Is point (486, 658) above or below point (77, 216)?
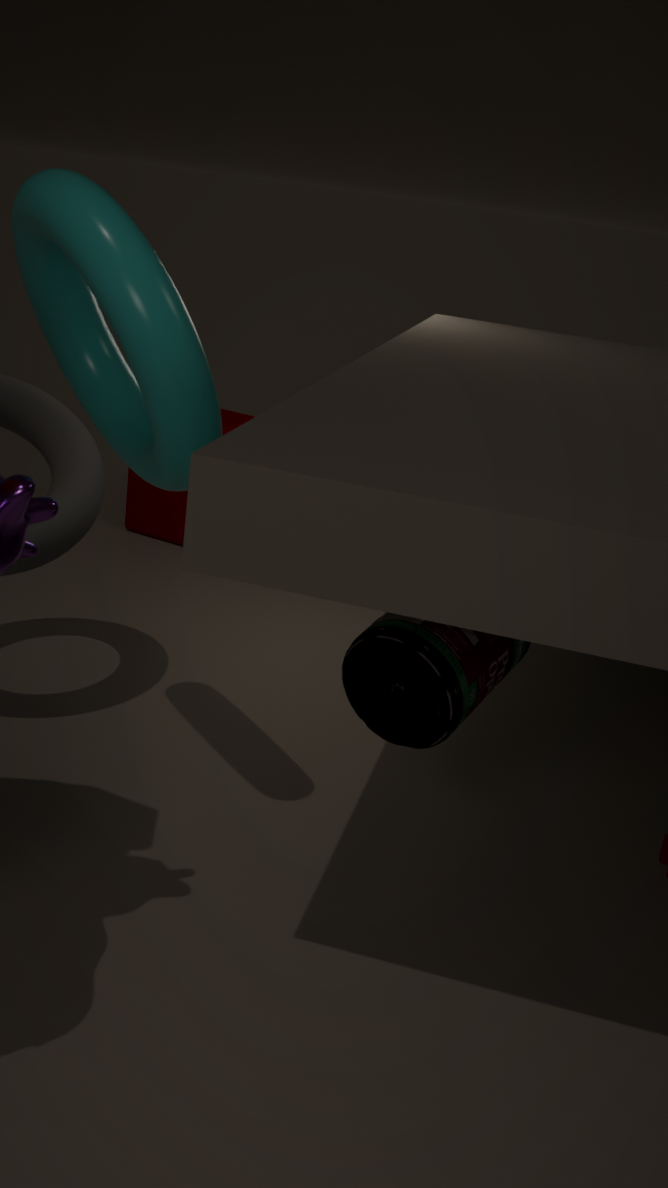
below
